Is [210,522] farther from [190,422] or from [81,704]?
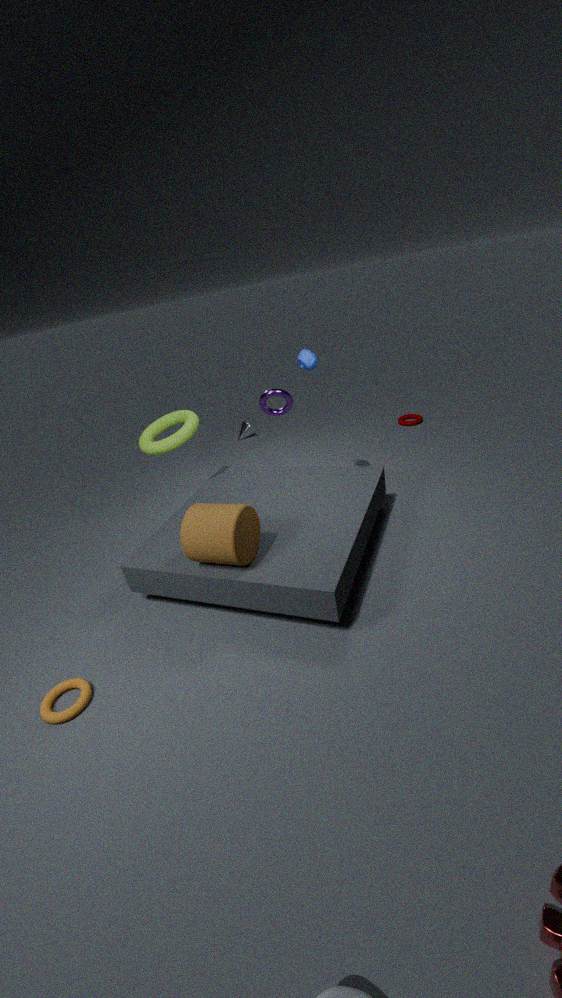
[190,422]
